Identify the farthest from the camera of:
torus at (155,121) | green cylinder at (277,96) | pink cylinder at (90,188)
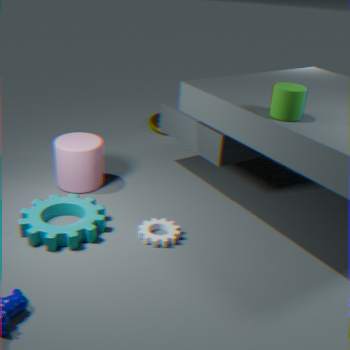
torus at (155,121)
